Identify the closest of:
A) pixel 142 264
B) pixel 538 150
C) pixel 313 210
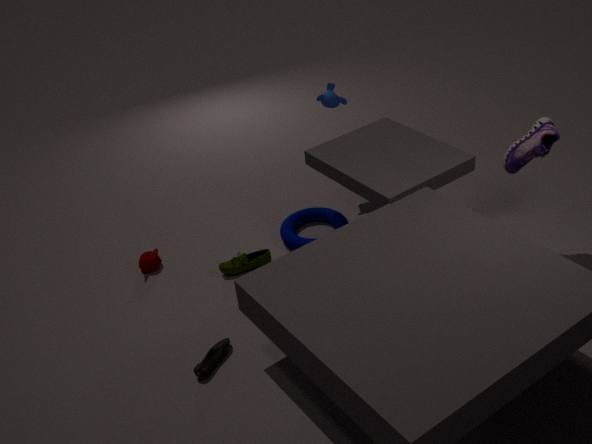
pixel 538 150
